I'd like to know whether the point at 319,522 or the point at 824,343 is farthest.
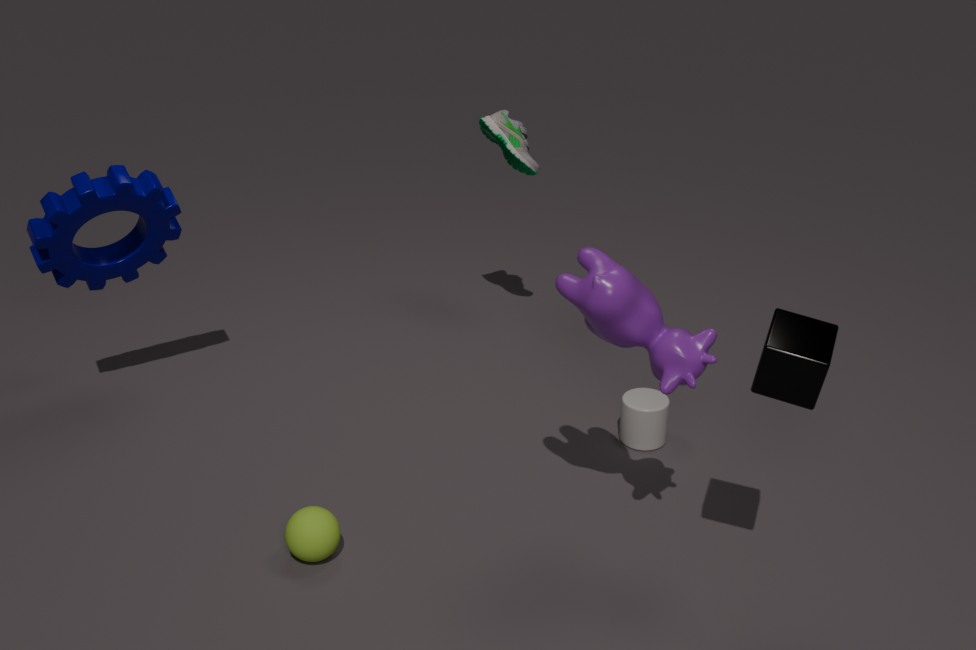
the point at 319,522
